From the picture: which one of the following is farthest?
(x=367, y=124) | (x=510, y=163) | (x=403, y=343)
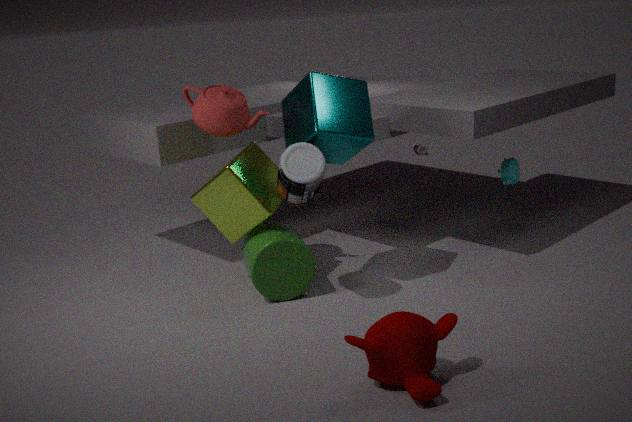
(x=510, y=163)
